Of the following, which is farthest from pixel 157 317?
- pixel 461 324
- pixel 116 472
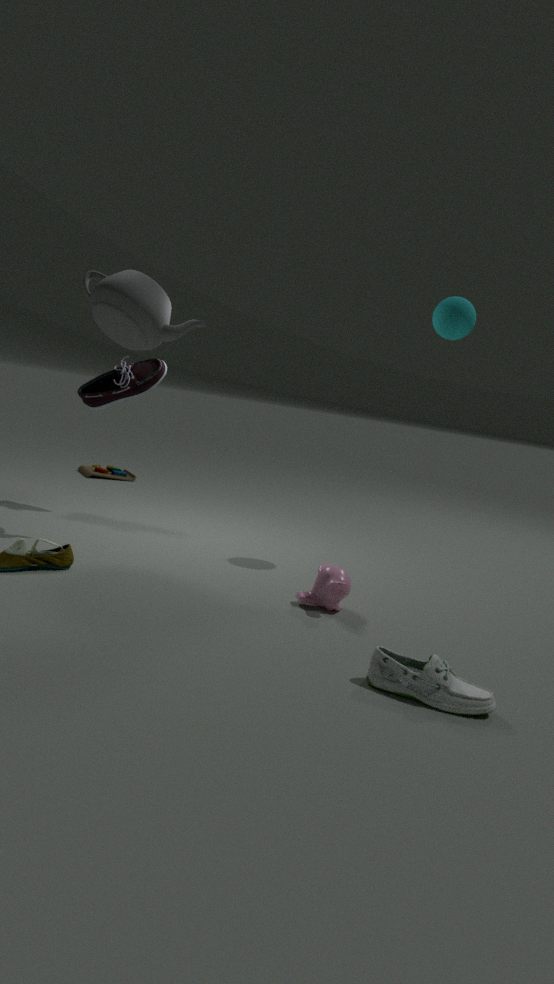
pixel 116 472
